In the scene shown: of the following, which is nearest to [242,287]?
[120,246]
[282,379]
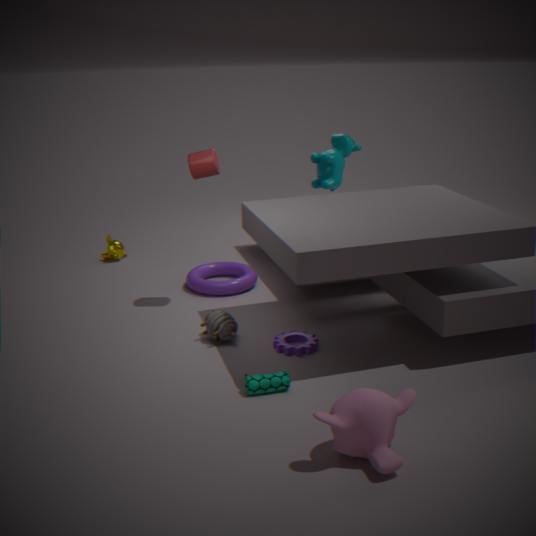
[120,246]
